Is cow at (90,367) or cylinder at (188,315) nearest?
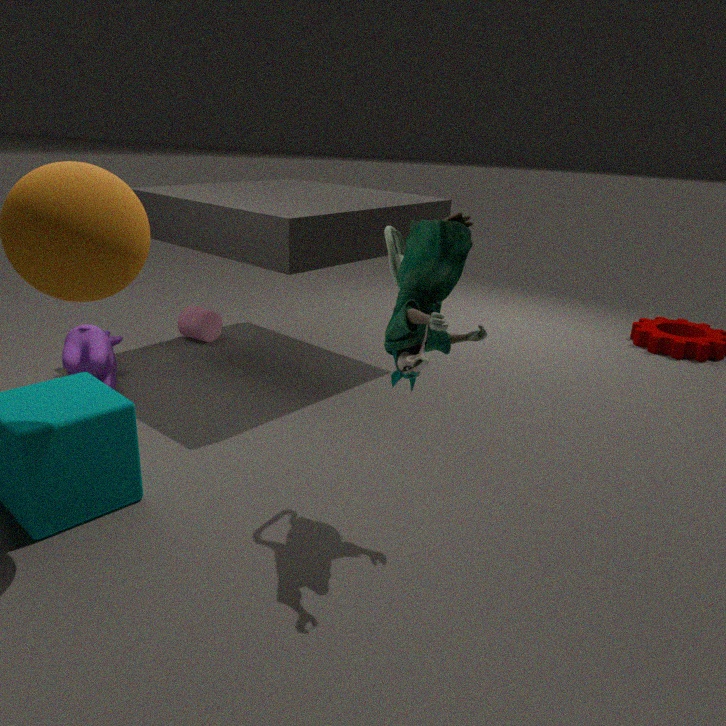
cow at (90,367)
